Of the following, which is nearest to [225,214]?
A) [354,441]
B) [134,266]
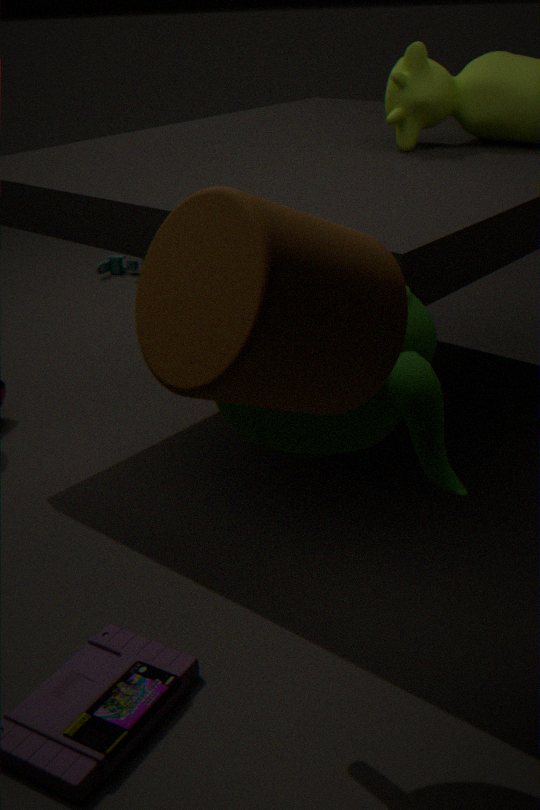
[354,441]
